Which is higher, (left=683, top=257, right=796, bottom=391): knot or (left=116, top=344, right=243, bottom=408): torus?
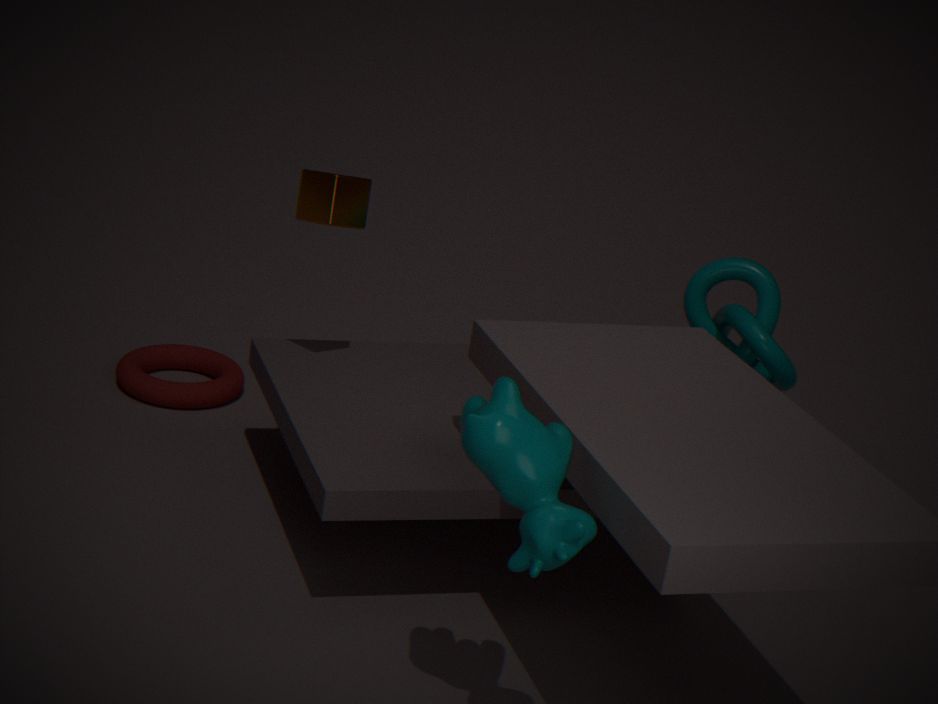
(left=683, top=257, right=796, bottom=391): knot
